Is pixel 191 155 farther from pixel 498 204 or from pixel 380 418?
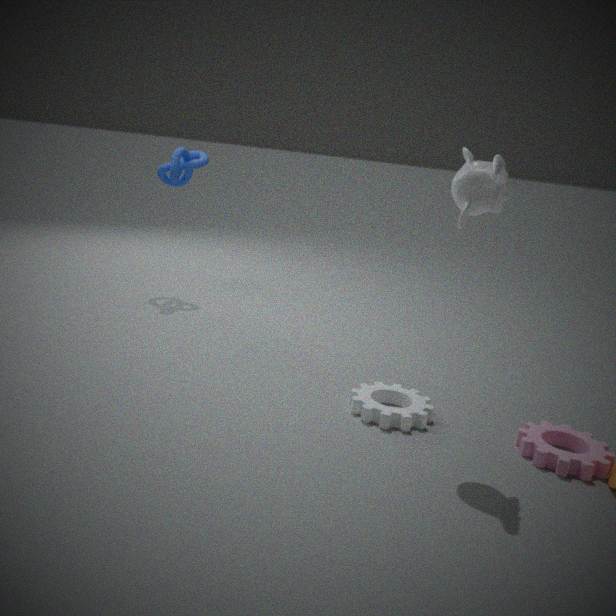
pixel 498 204
